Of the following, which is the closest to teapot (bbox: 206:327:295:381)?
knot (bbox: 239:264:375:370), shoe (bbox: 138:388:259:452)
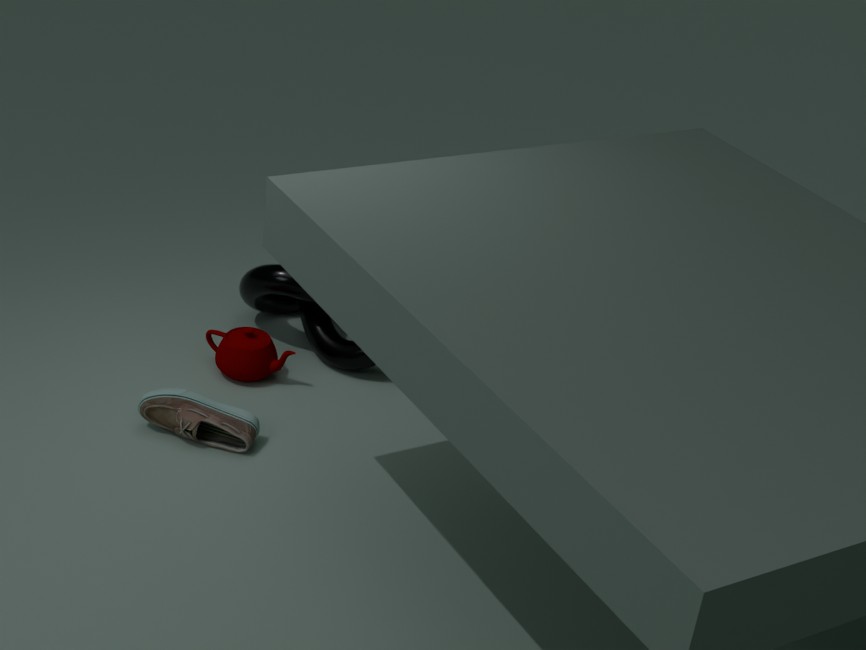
knot (bbox: 239:264:375:370)
